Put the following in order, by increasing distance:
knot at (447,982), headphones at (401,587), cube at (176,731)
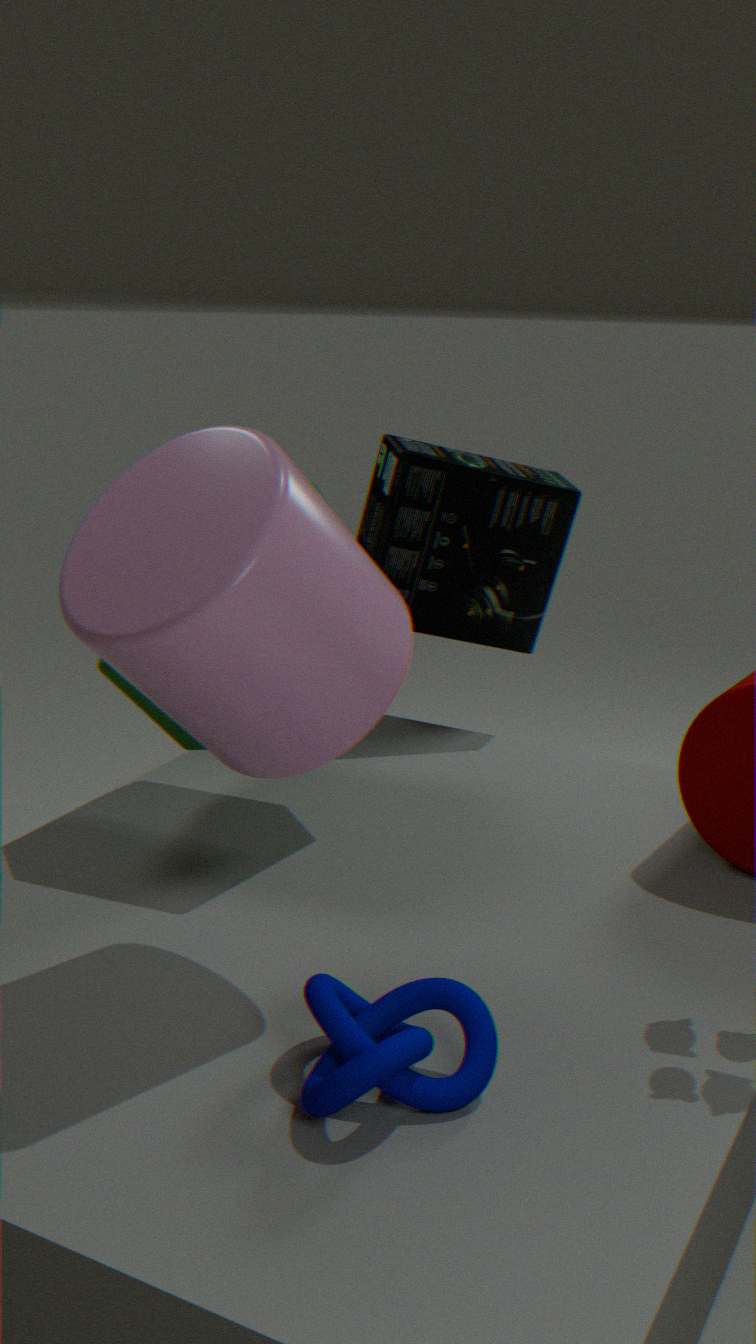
knot at (447,982) < cube at (176,731) < headphones at (401,587)
